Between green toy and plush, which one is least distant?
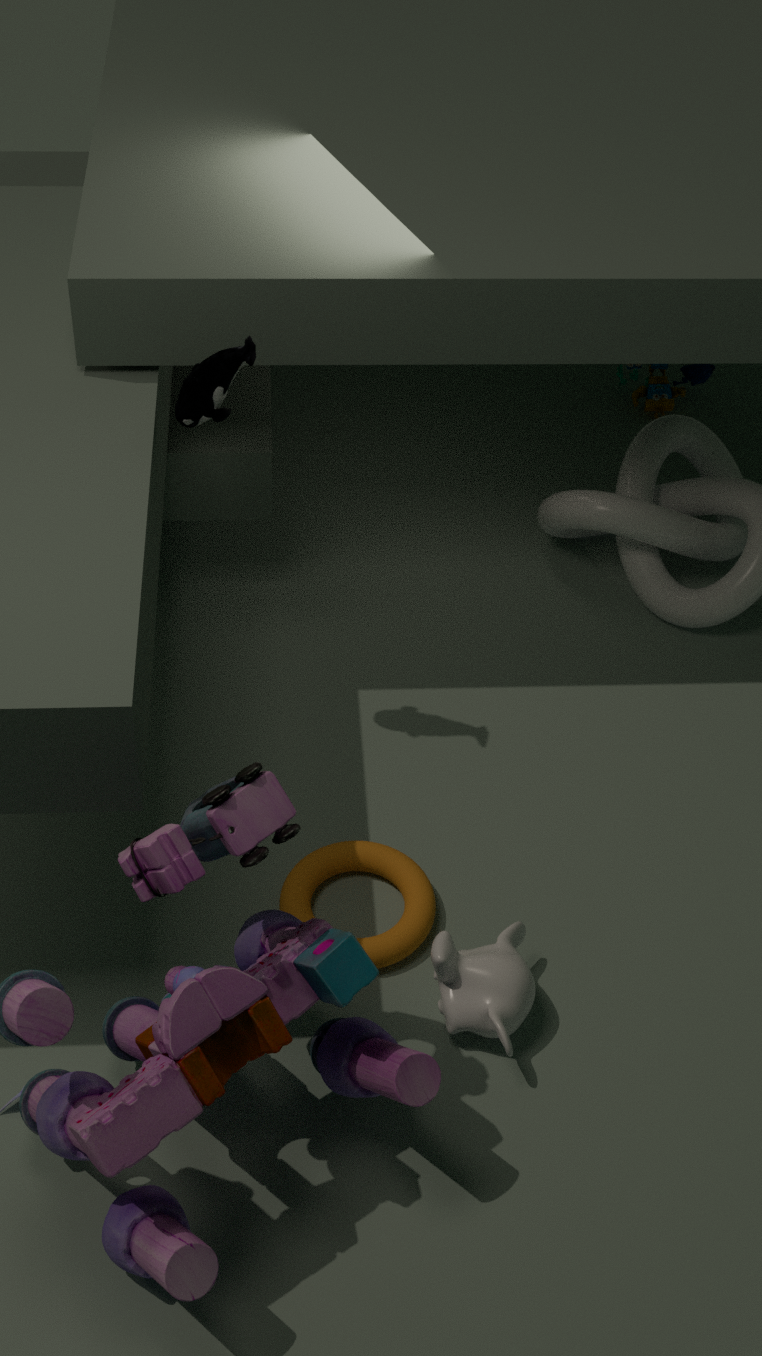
plush
